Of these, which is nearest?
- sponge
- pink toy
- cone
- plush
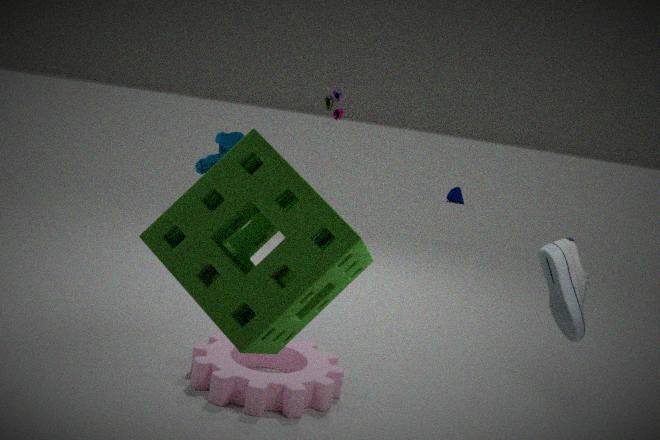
sponge
